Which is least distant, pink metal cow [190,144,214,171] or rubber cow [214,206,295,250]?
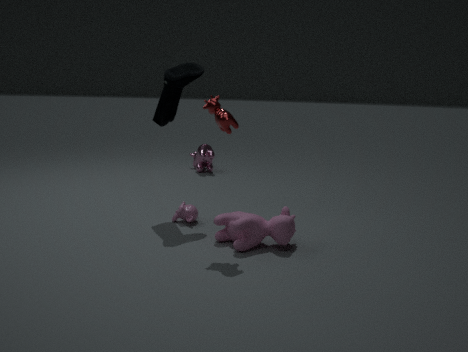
rubber cow [214,206,295,250]
